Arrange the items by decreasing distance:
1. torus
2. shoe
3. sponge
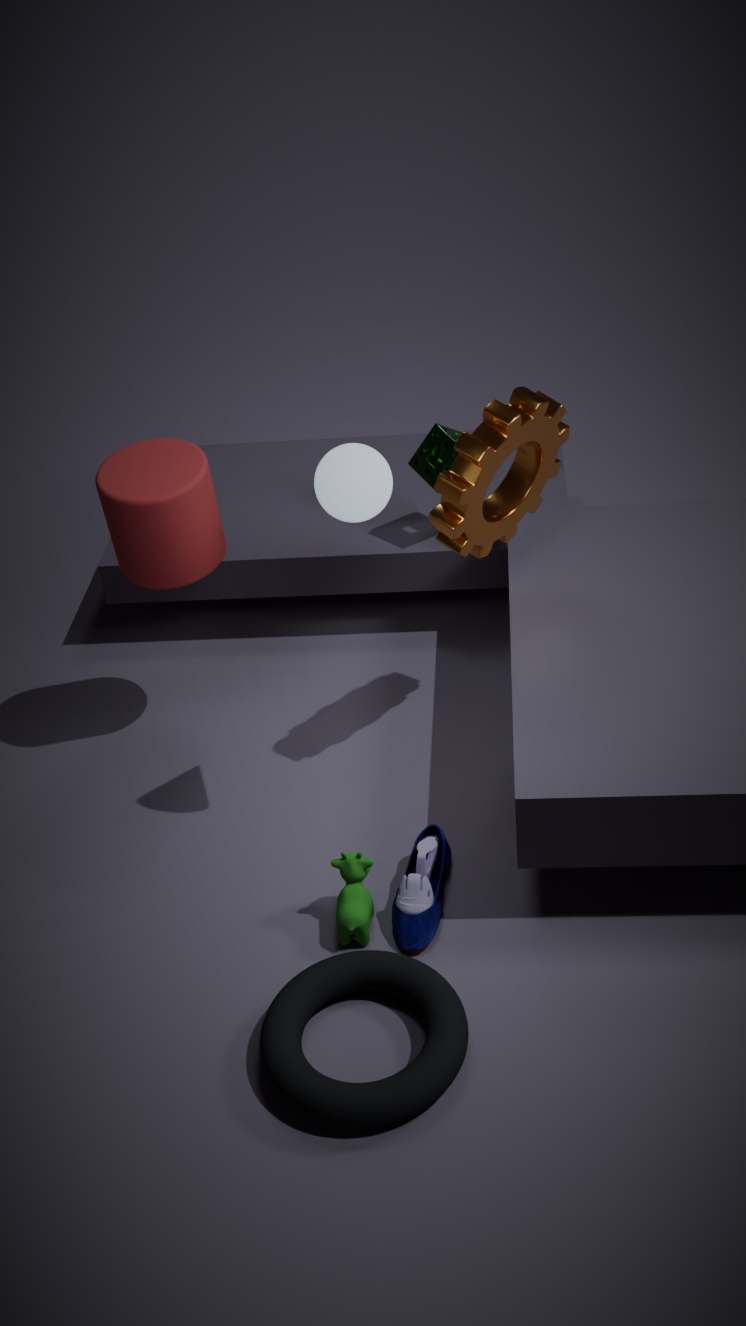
sponge < shoe < torus
